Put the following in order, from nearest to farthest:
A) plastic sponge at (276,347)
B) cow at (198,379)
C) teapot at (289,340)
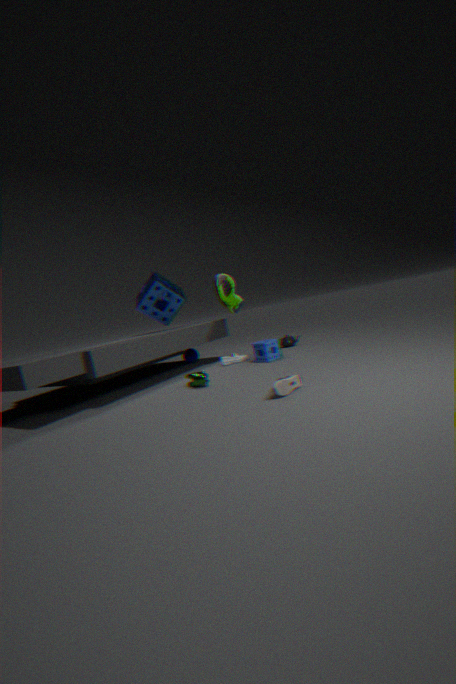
cow at (198,379), plastic sponge at (276,347), teapot at (289,340)
